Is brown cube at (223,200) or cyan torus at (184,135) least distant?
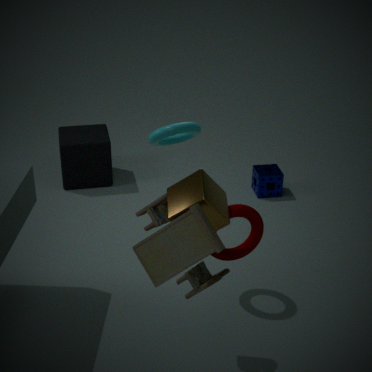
brown cube at (223,200)
